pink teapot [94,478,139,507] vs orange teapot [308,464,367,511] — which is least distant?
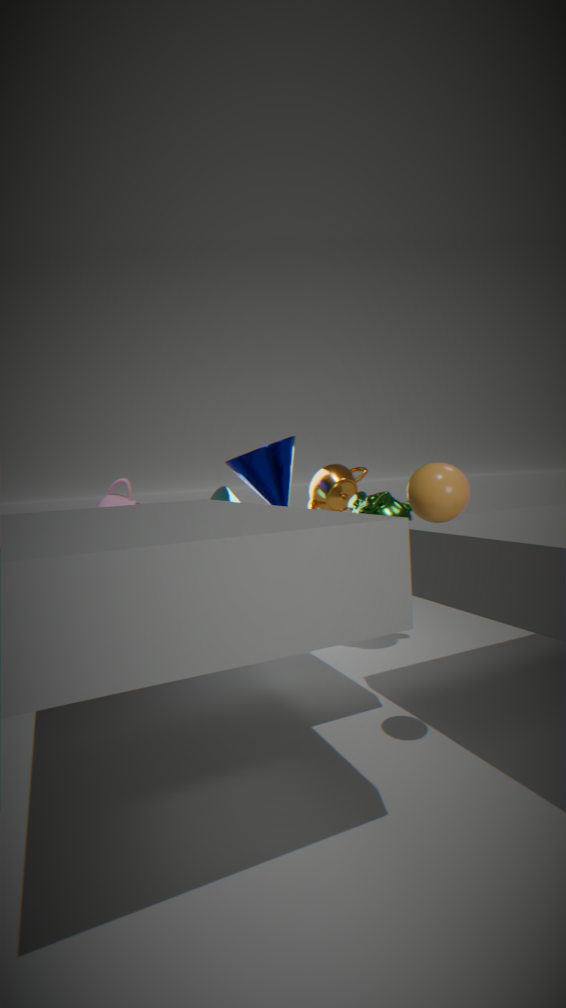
pink teapot [94,478,139,507]
